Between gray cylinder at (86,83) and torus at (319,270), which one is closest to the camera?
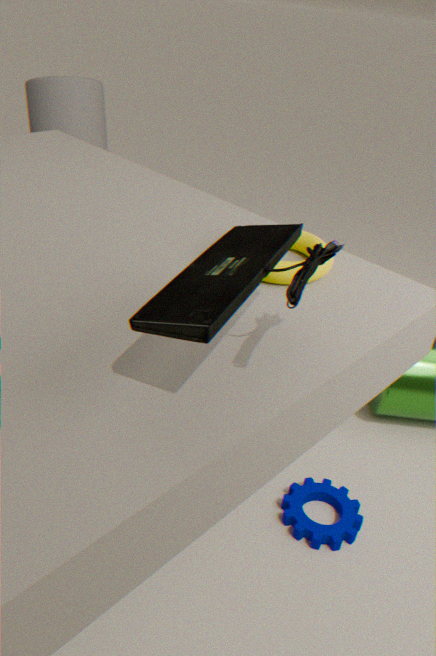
torus at (319,270)
